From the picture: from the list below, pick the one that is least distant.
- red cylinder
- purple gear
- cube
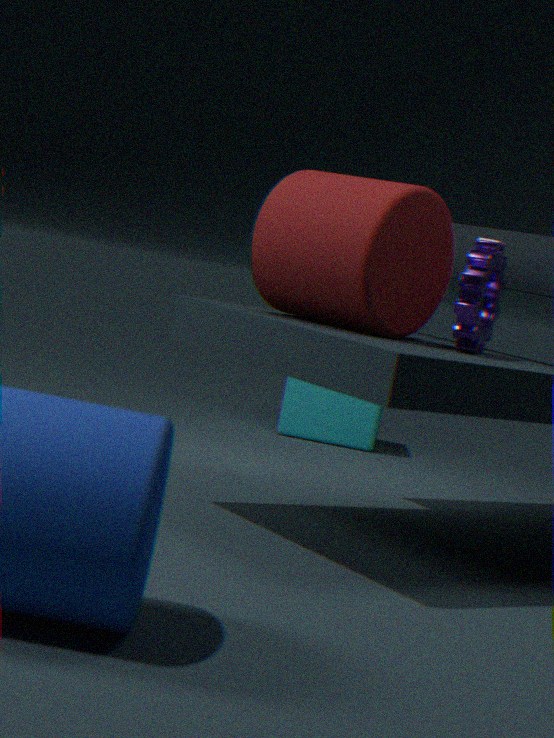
red cylinder
